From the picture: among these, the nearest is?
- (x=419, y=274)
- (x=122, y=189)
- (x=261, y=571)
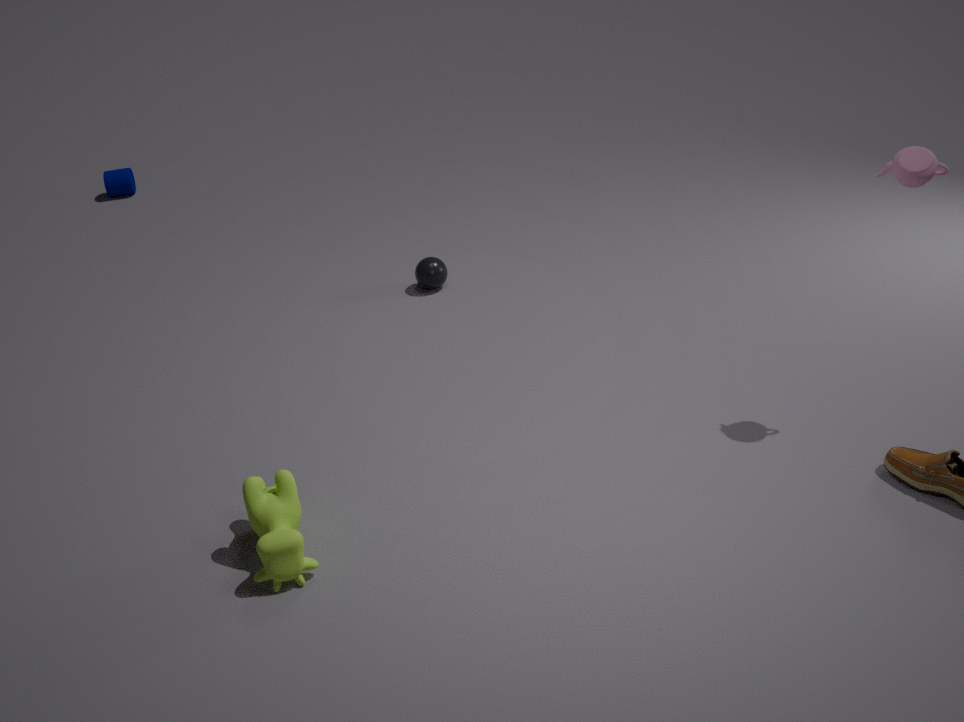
(x=261, y=571)
